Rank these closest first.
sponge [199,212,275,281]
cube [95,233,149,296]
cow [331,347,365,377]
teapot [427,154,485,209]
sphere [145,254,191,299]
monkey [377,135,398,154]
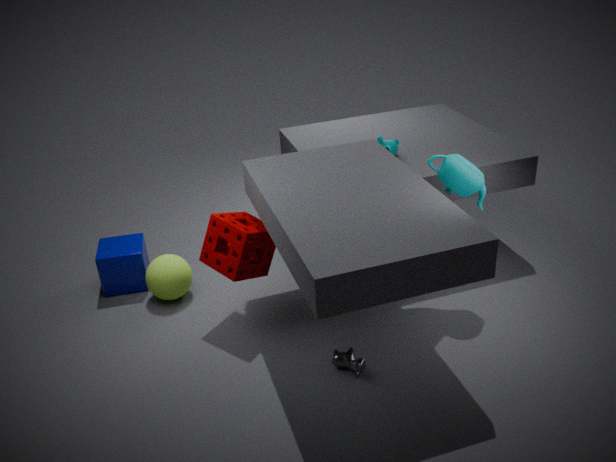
1. cow [331,347,365,377]
2. sponge [199,212,275,281]
3. teapot [427,154,485,209]
4. sphere [145,254,191,299]
5. cube [95,233,149,296]
6. monkey [377,135,398,154]
